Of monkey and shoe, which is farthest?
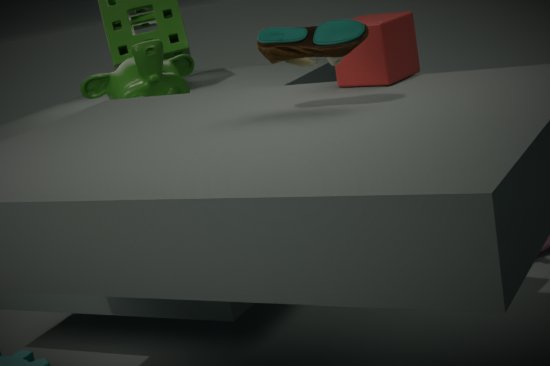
monkey
